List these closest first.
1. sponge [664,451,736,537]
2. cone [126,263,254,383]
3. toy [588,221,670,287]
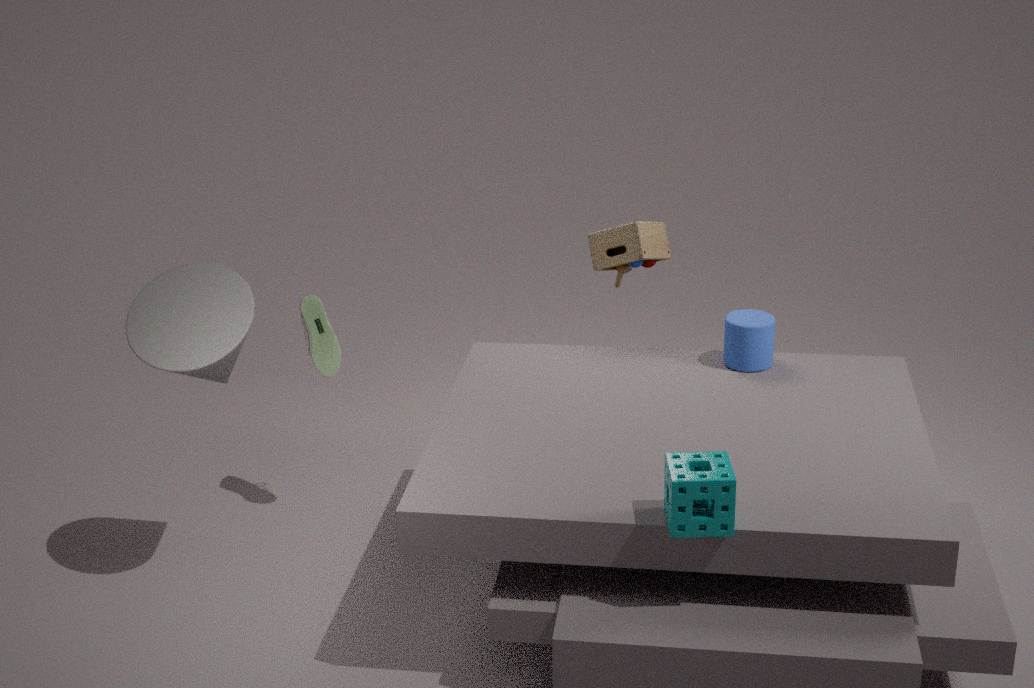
1. sponge [664,451,736,537]
2. cone [126,263,254,383]
3. toy [588,221,670,287]
